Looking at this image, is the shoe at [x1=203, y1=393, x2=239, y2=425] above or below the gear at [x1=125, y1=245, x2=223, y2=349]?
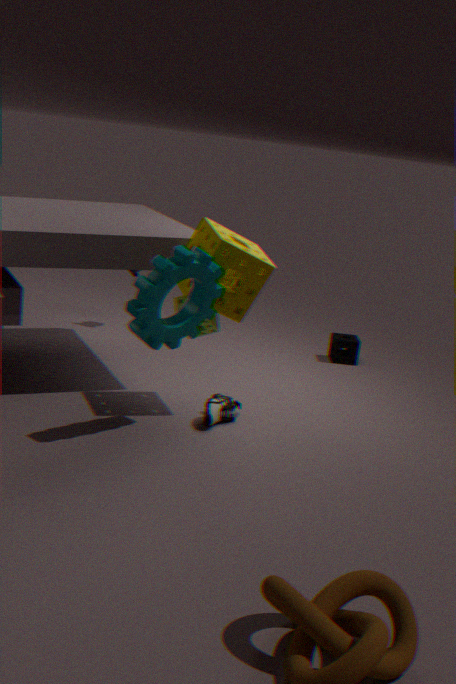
below
